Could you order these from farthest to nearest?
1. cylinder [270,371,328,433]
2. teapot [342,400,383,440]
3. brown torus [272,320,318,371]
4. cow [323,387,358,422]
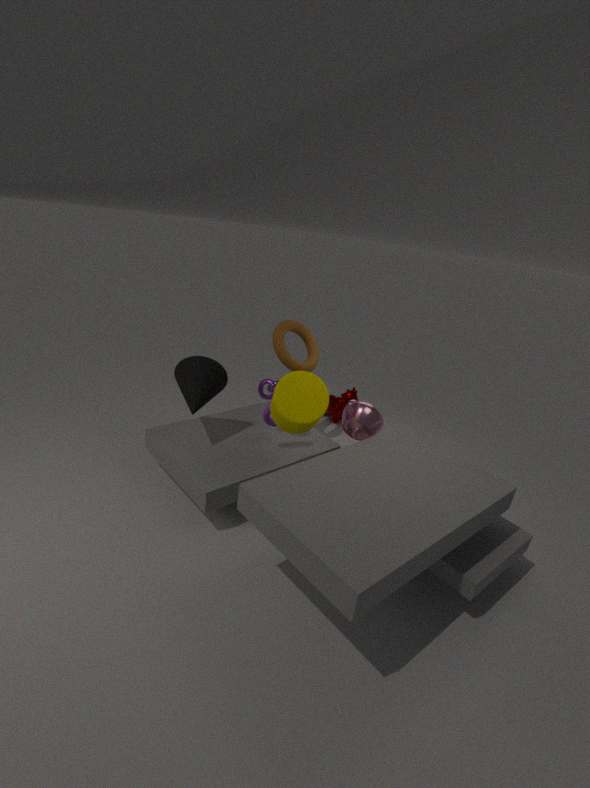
cow [323,387,358,422] → brown torus [272,320,318,371] → teapot [342,400,383,440] → cylinder [270,371,328,433]
